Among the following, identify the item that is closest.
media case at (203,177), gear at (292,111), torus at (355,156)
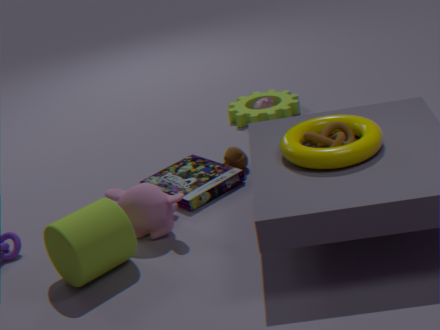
torus at (355,156)
